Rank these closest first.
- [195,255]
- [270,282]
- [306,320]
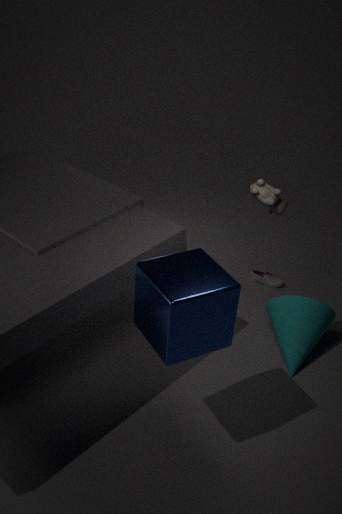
[195,255] < [306,320] < [270,282]
